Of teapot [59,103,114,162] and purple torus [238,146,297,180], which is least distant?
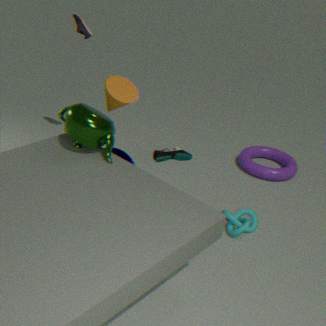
teapot [59,103,114,162]
